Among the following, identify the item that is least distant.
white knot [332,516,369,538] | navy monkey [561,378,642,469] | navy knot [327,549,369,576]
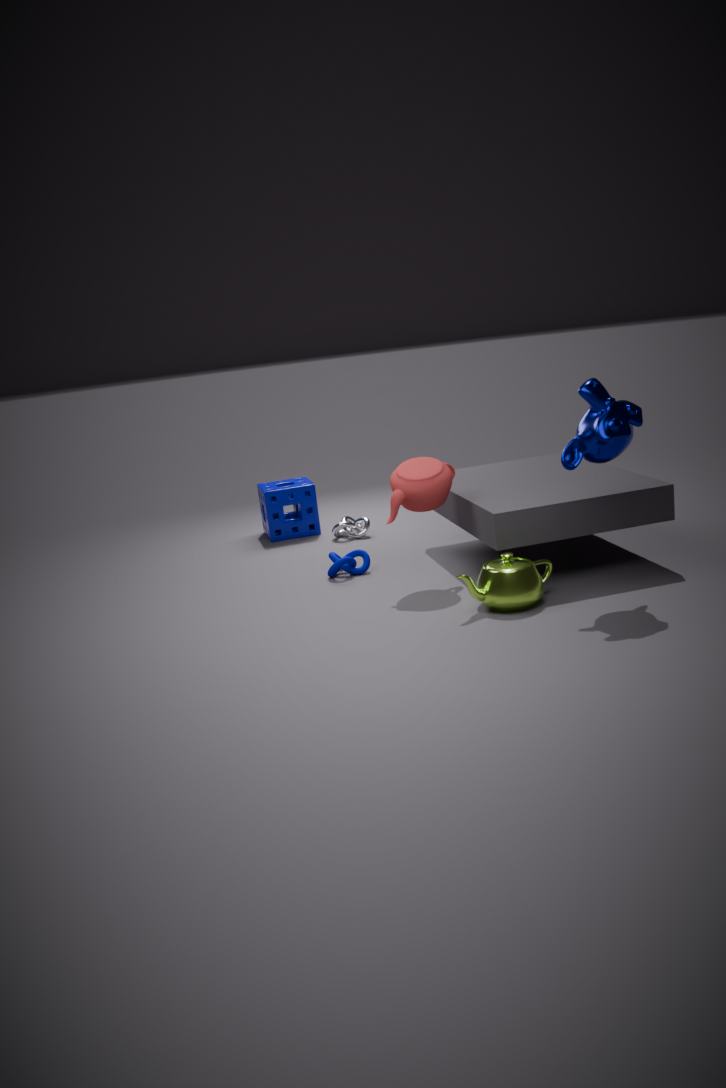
navy monkey [561,378,642,469]
